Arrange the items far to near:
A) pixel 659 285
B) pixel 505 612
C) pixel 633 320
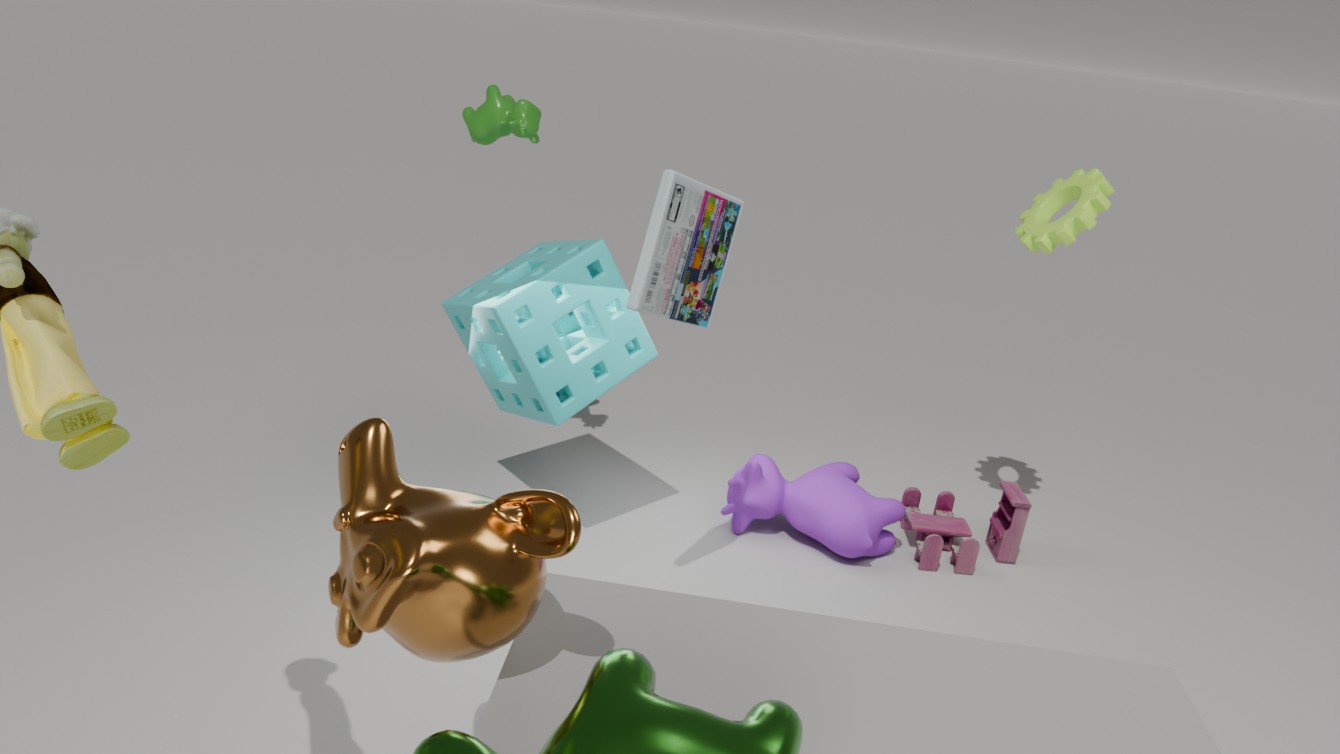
pixel 633 320 → pixel 659 285 → pixel 505 612
